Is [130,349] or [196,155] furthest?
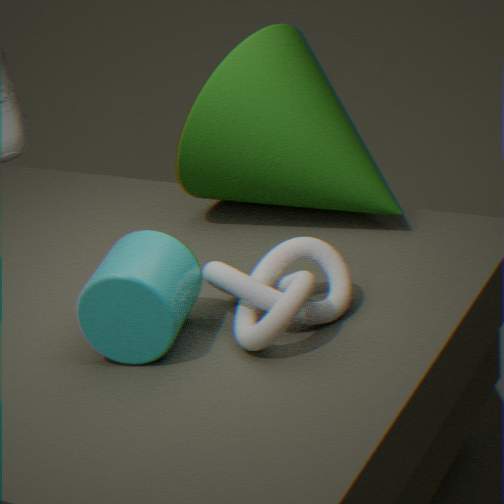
[196,155]
